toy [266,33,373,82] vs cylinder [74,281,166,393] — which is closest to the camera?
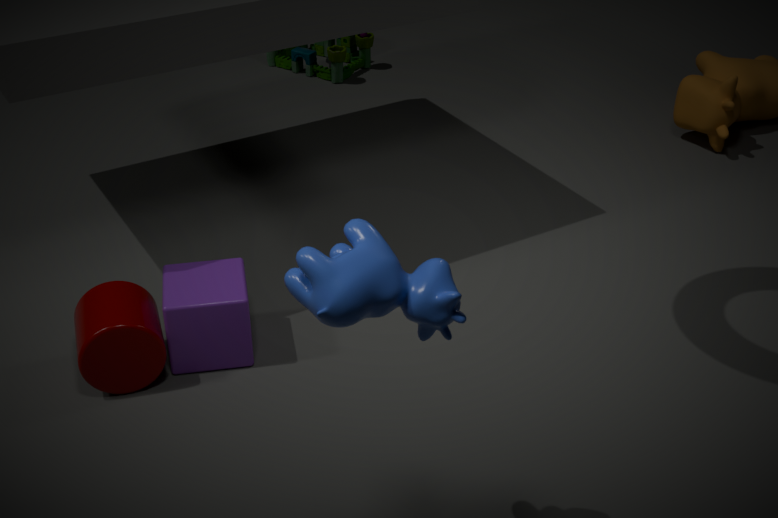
cylinder [74,281,166,393]
